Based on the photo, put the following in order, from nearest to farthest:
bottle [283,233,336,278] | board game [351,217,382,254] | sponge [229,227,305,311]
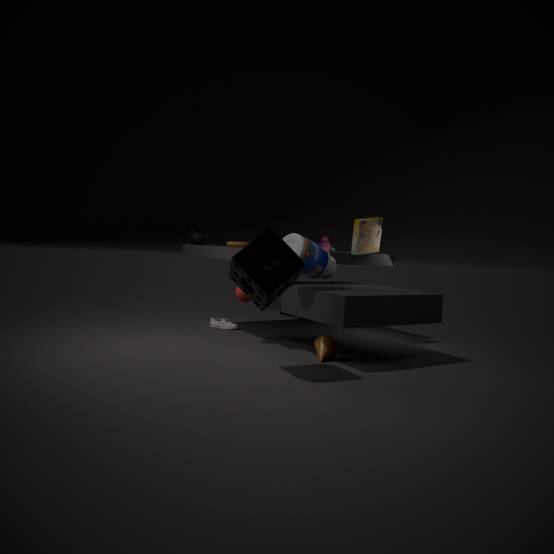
sponge [229,227,305,311] → bottle [283,233,336,278] → board game [351,217,382,254]
